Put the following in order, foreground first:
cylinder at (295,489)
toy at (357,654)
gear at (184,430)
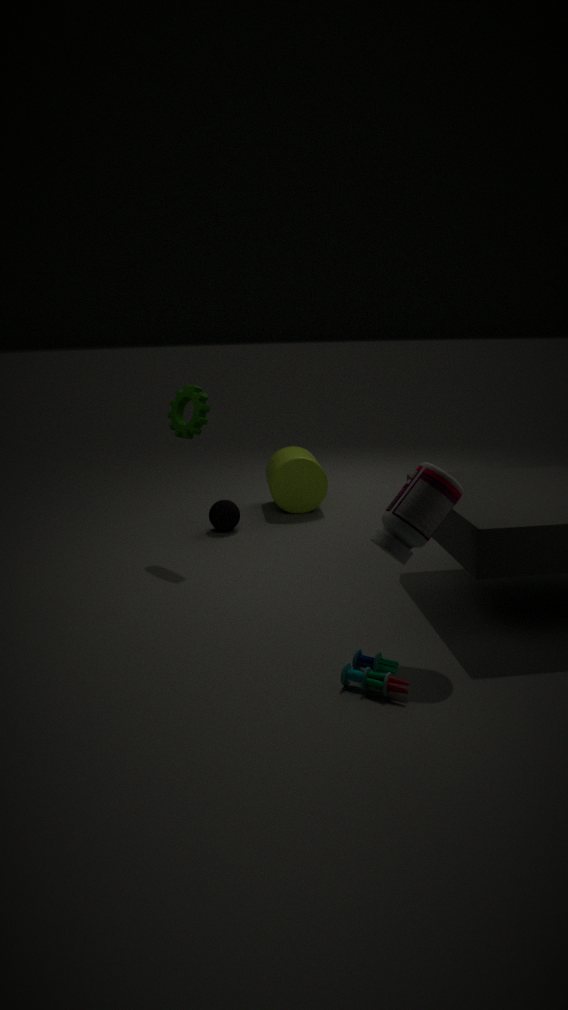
toy at (357,654), gear at (184,430), cylinder at (295,489)
